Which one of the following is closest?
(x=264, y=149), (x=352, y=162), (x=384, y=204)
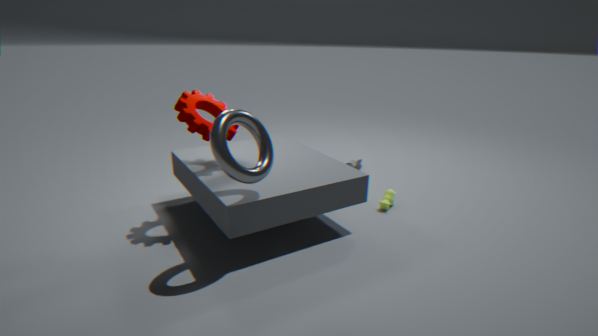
(x=264, y=149)
